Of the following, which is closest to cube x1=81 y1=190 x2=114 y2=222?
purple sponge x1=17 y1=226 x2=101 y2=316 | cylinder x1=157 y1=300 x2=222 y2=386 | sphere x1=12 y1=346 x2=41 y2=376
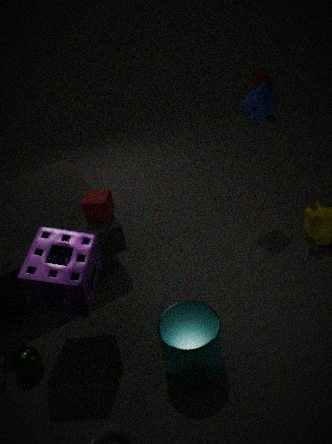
purple sponge x1=17 y1=226 x2=101 y2=316
